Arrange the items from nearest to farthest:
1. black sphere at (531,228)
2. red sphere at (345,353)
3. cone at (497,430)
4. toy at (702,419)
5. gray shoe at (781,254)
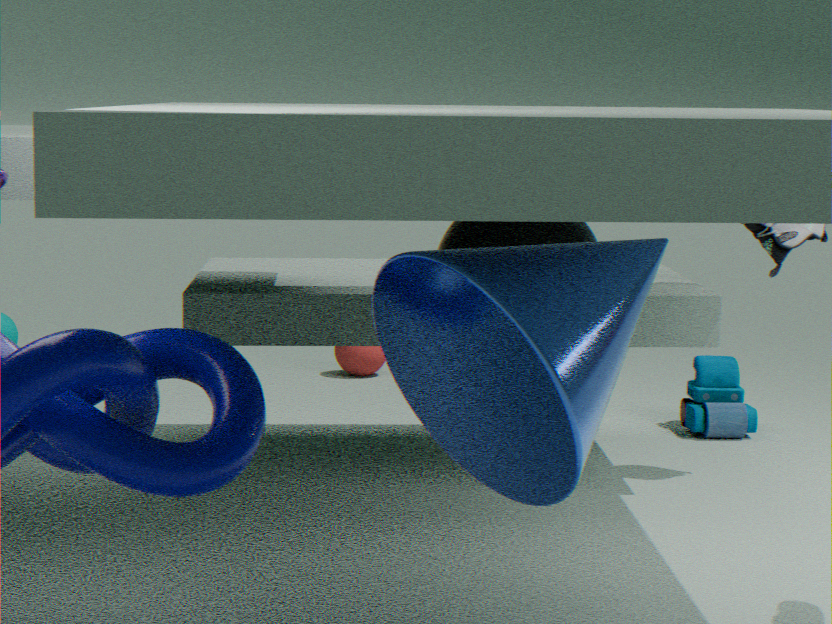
cone at (497,430), black sphere at (531,228), gray shoe at (781,254), toy at (702,419), red sphere at (345,353)
